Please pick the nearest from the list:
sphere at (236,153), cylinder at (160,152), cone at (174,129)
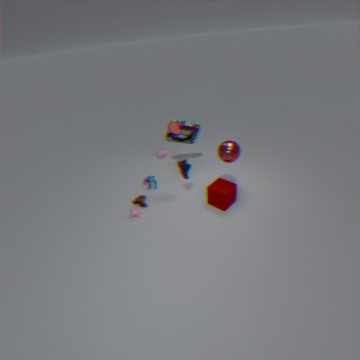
sphere at (236,153)
